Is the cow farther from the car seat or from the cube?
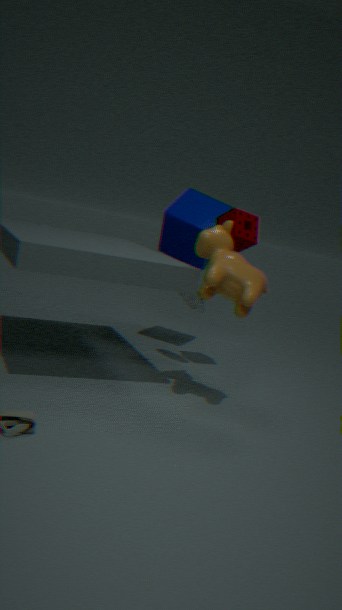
the cube
